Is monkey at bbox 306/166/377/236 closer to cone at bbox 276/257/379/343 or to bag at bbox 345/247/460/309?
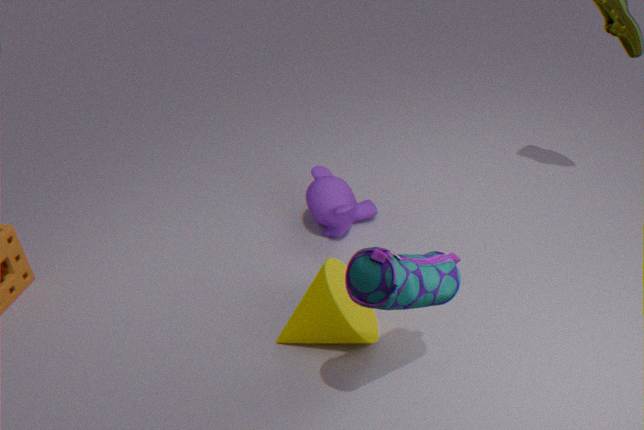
cone at bbox 276/257/379/343
